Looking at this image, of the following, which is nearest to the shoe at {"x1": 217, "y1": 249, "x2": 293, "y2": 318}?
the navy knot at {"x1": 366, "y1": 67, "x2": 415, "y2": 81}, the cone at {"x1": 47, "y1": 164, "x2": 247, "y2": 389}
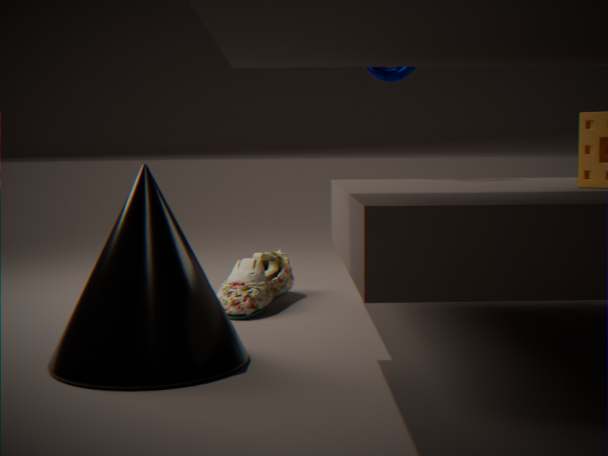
the cone at {"x1": 47, "y1": 164, "x2": 247, "y2": 389}
